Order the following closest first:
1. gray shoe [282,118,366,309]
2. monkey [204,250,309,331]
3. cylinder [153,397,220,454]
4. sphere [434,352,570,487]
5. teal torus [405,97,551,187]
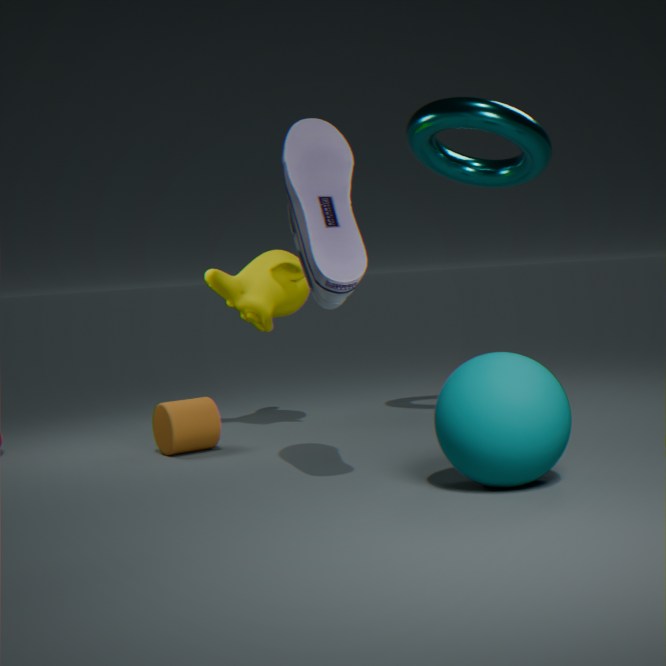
sphere [434,352,570,487], gray shoe [282,118,366,309], cylinder [153,397,220,454], teal torus [405,97,551,187], monkey [204,250,309,331]
